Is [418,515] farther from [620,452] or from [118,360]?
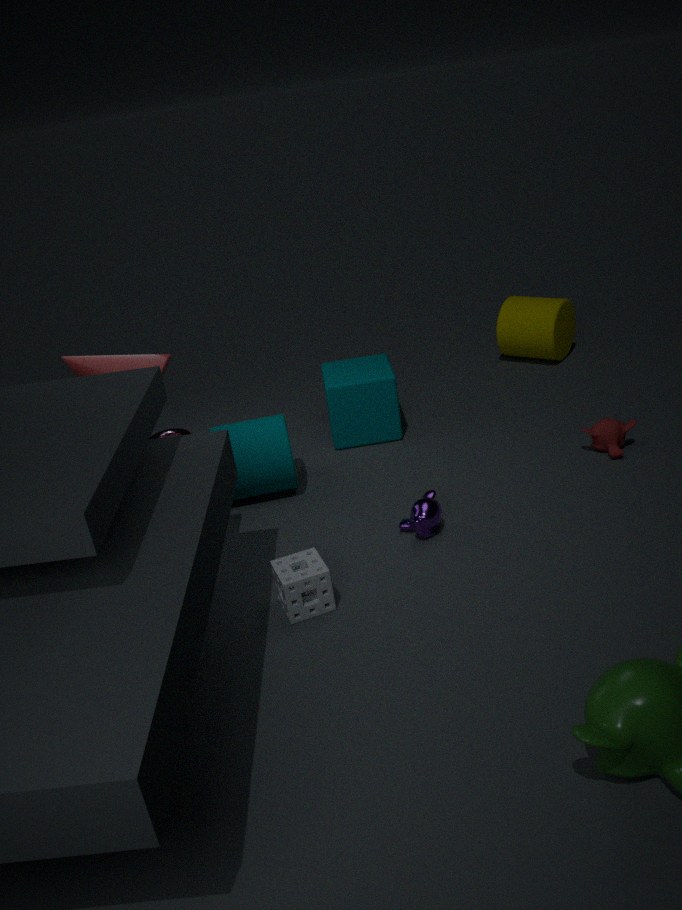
[118,360]
